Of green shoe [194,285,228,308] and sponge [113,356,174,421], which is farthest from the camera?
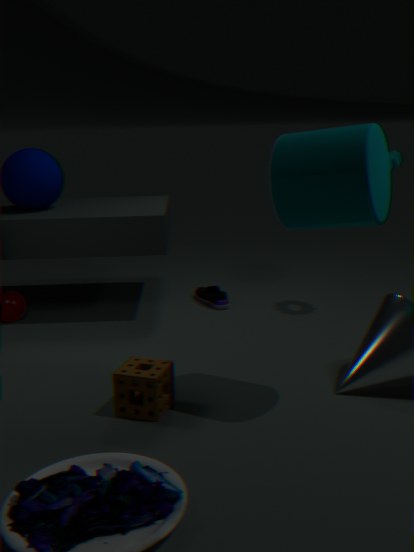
green shoe [194,285,228,308]
